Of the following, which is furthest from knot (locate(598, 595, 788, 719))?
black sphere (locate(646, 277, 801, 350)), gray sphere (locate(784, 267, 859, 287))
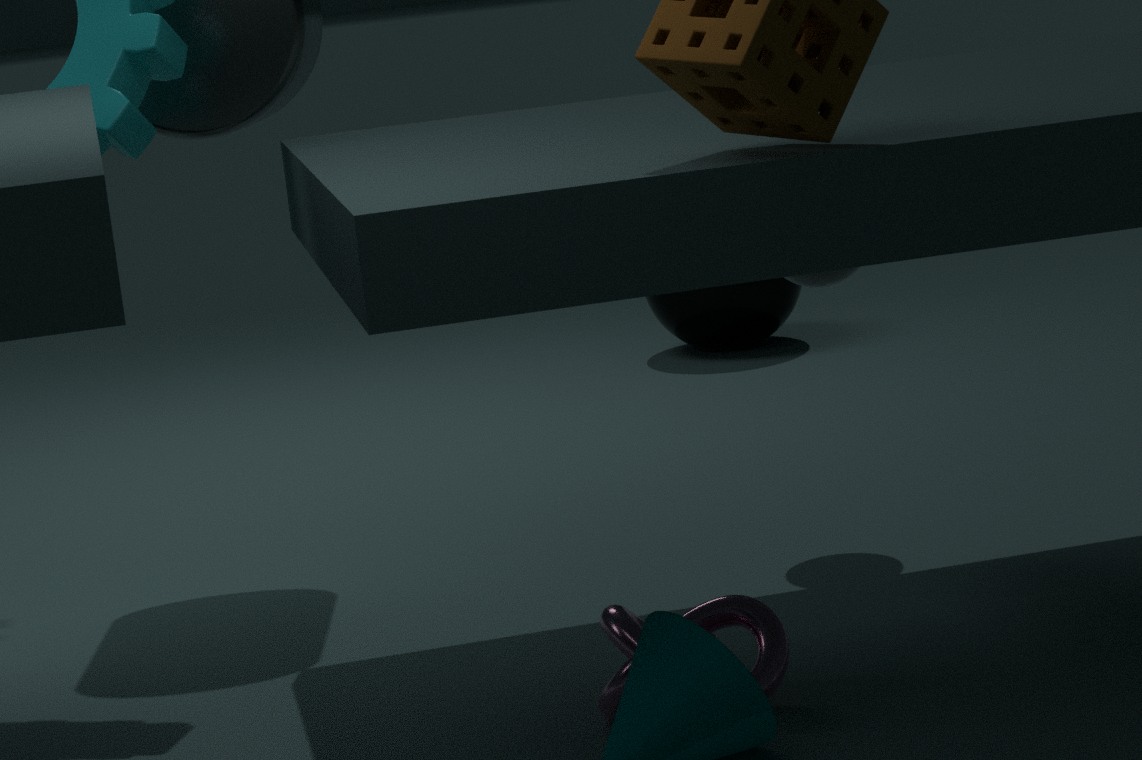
black sphere (locate(646, 277, 801, 350))
